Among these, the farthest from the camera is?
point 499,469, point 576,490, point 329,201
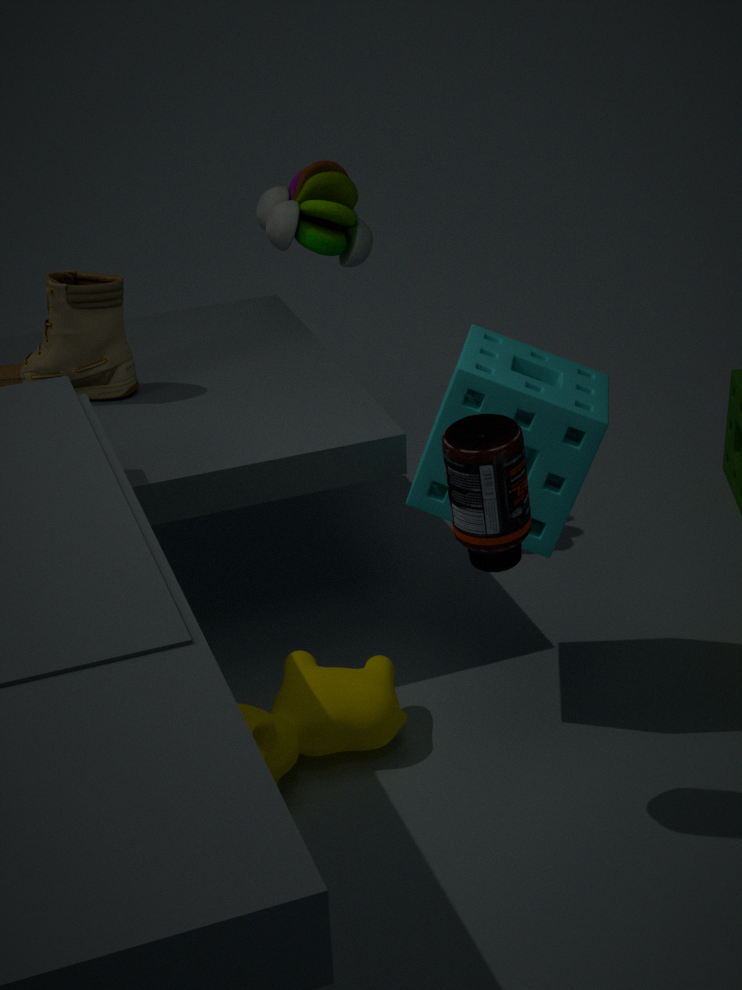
point 329,201
